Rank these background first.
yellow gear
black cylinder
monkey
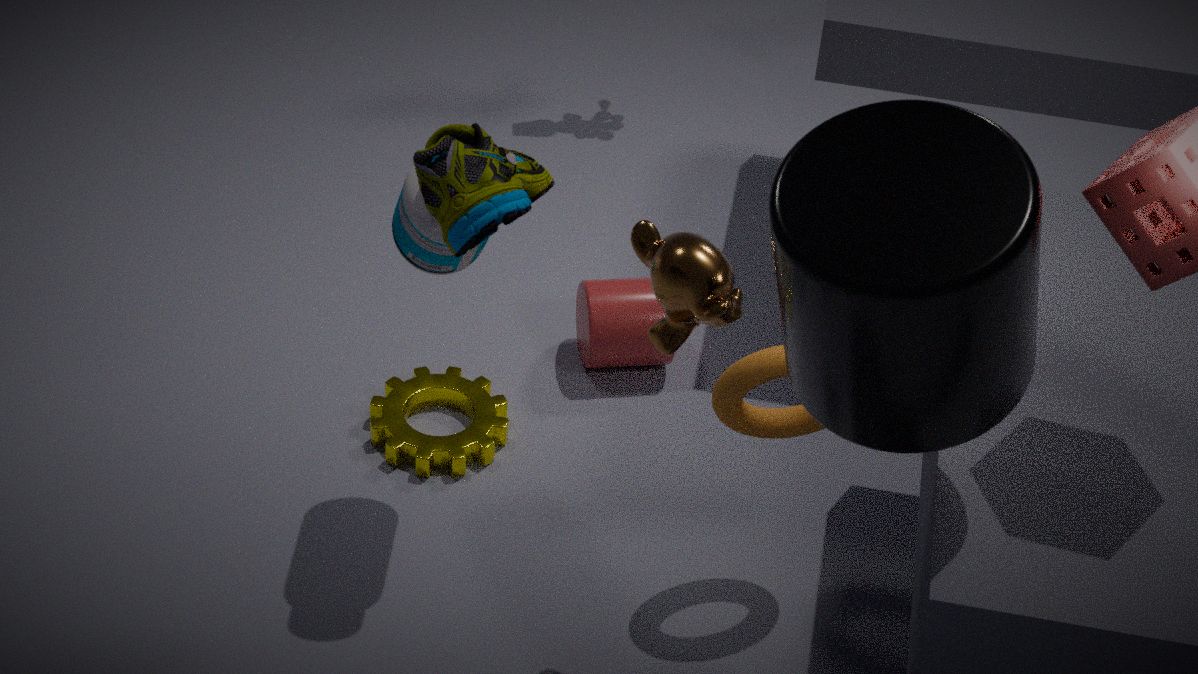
1. yellow gear
2. monkey
3. black cylinder
